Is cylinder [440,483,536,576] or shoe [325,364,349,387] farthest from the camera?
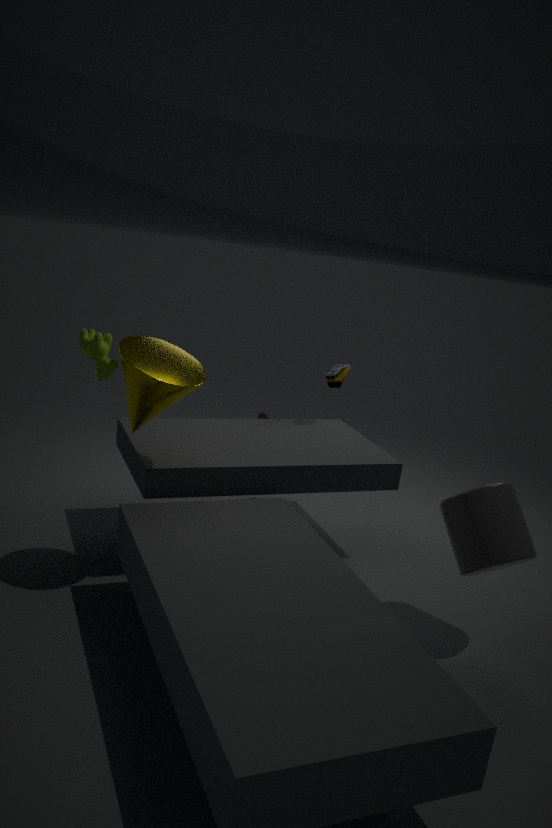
shoe [325,364,349,387]
